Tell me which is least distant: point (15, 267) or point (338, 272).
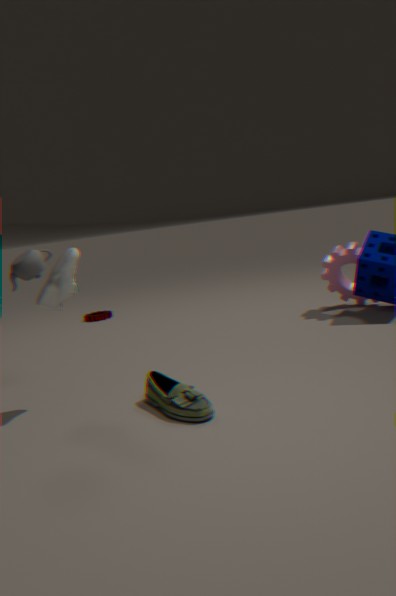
point (15, 267)
